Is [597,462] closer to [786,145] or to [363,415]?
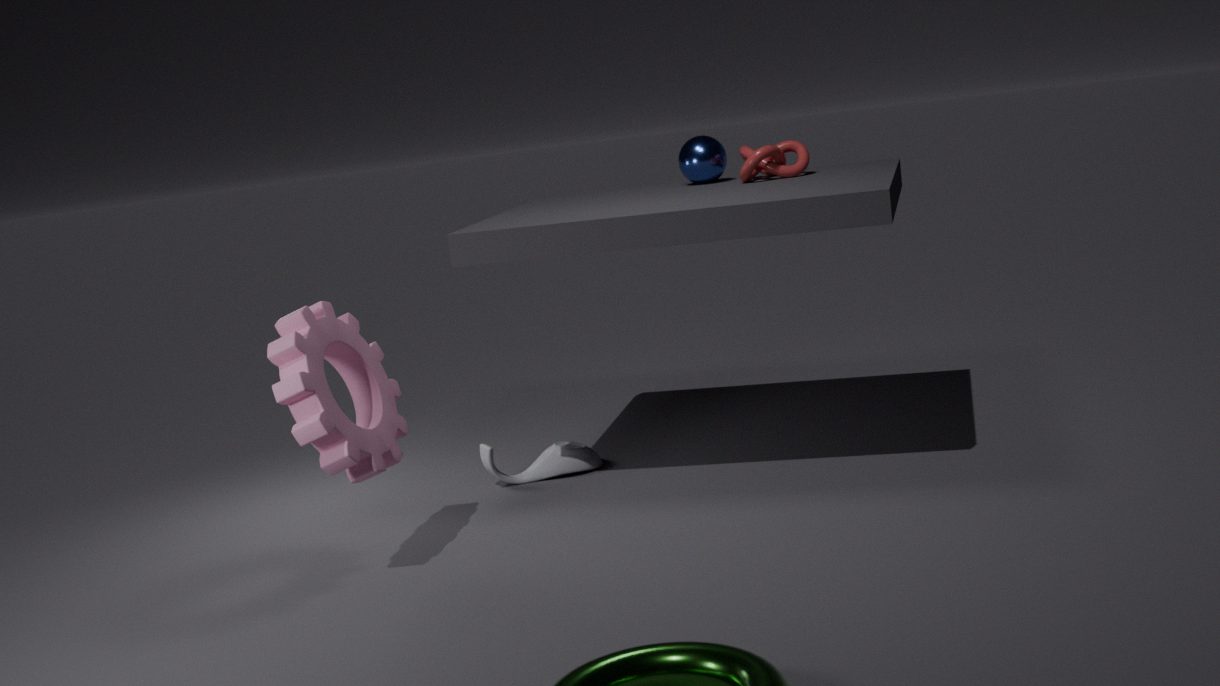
[363,415]
